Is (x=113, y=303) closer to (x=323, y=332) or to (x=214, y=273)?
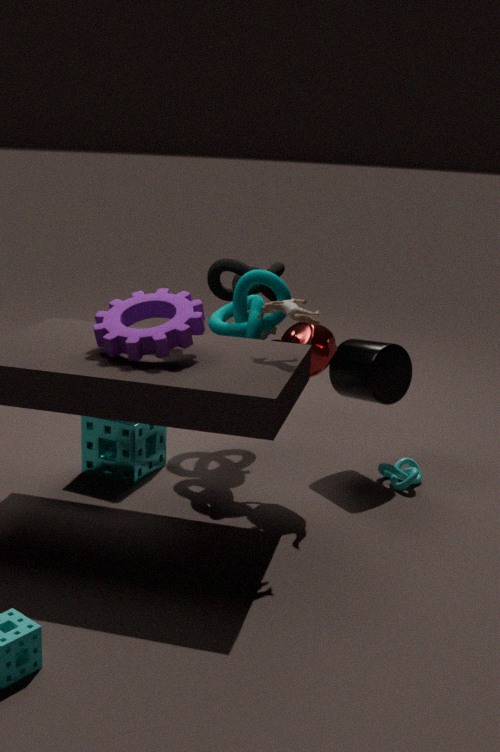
(x=323, y=332)
